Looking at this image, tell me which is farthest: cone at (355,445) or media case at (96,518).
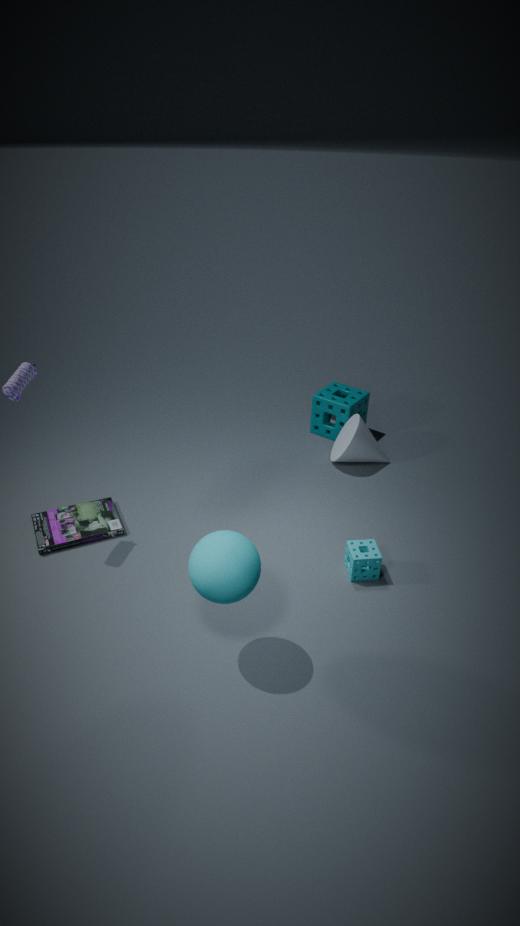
cone at (355,445)
